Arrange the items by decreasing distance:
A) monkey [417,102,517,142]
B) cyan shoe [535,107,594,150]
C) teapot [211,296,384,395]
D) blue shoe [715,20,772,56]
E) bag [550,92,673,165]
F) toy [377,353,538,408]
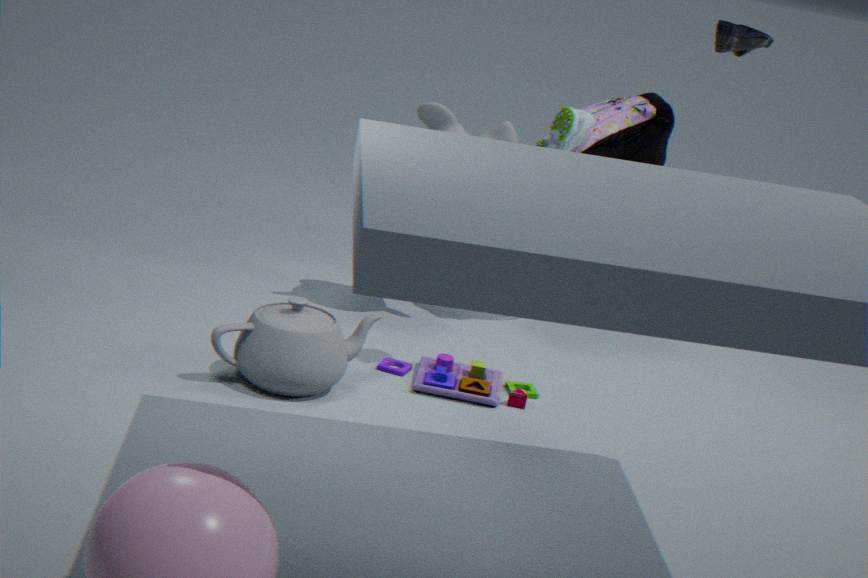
bag [550,92,673,165] < monkey [417,102,517,142] < blue shoe [715,20,772,56] < toy [377,353,538,408] < cyan shoe [535,107,594,150] < teapot [211,296,384,395]
